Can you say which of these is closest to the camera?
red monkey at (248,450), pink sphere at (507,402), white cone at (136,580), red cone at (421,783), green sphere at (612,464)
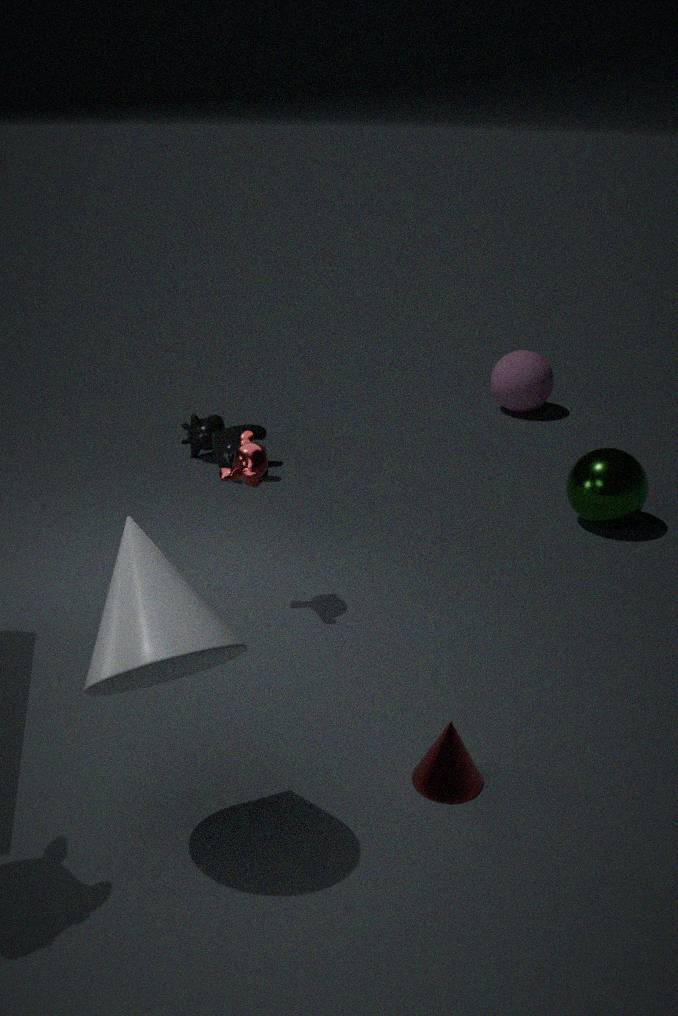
white cone at (136,580)
